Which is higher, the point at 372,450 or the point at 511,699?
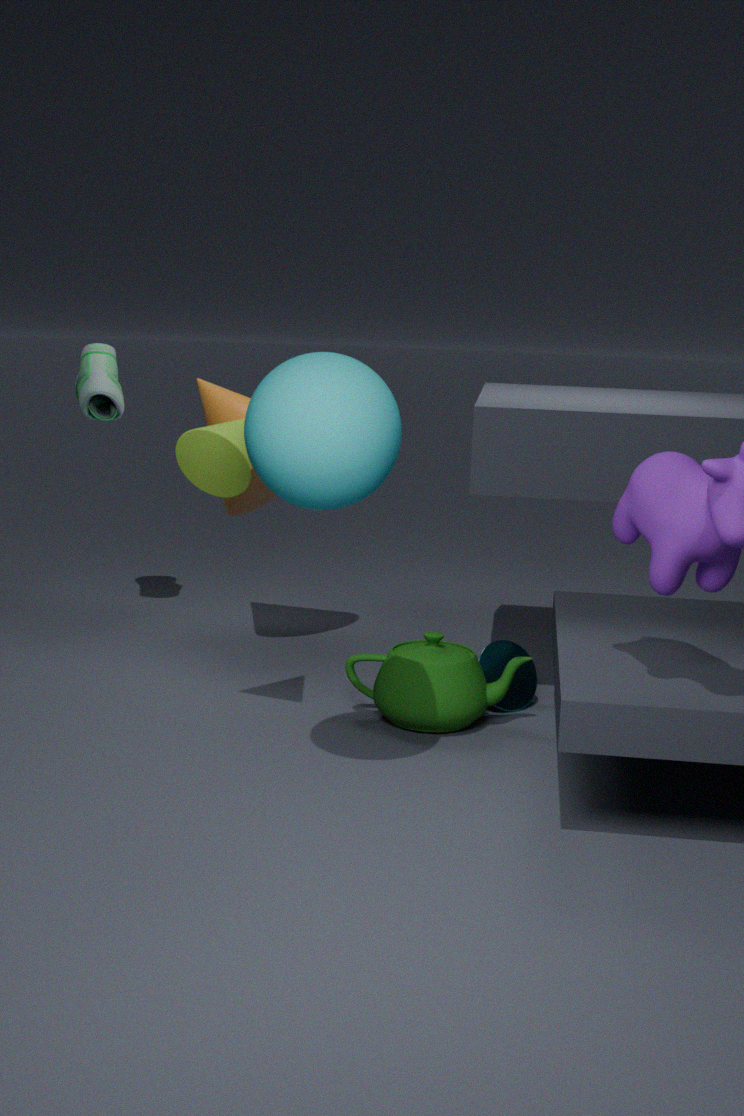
the point at 372,450
